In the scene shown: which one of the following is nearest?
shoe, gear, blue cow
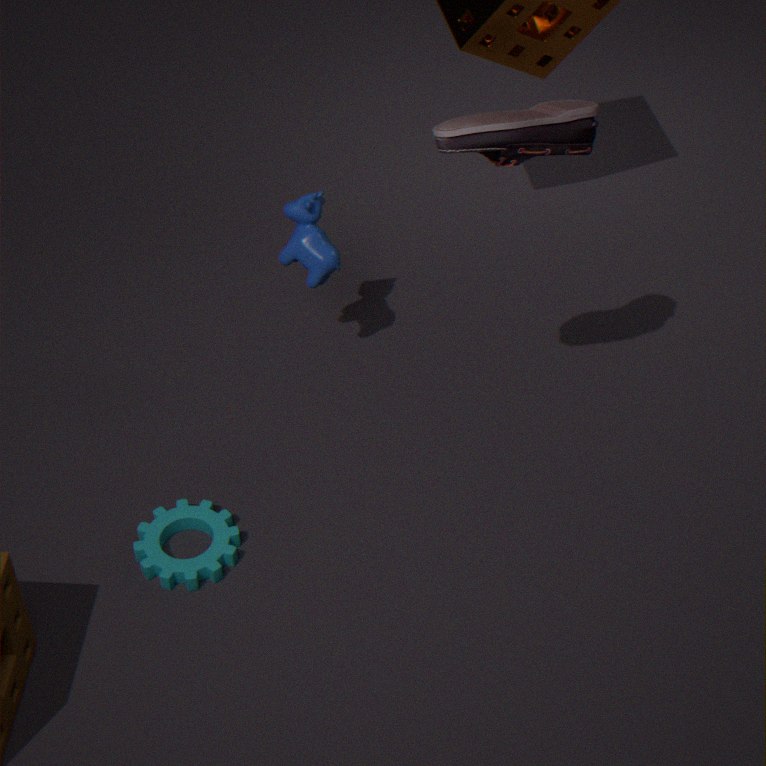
shoe
